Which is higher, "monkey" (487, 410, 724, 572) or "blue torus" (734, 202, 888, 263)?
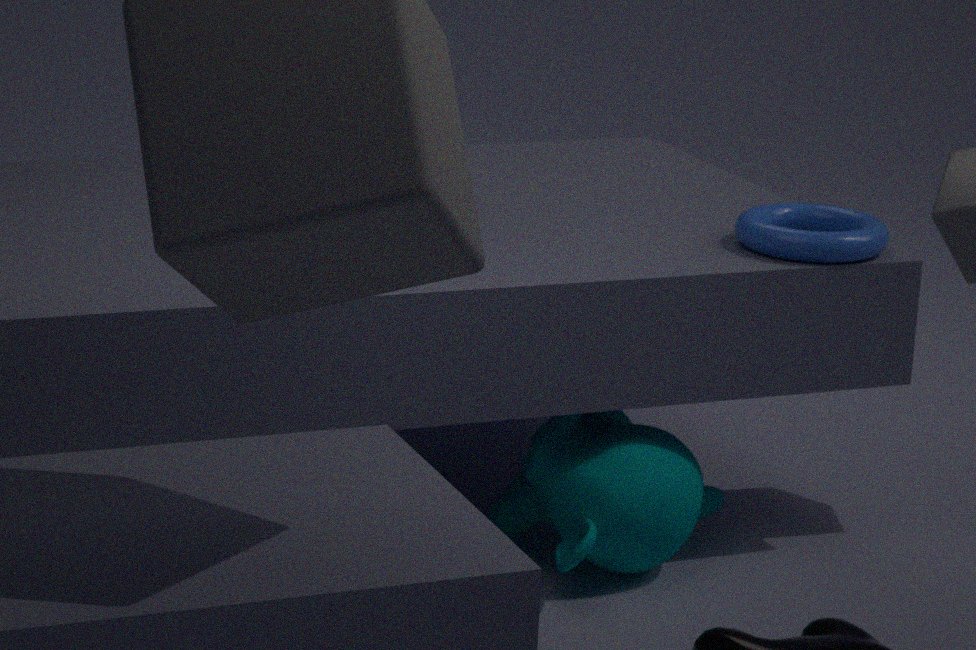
"blue torus" (734, 202, 888, 263)
